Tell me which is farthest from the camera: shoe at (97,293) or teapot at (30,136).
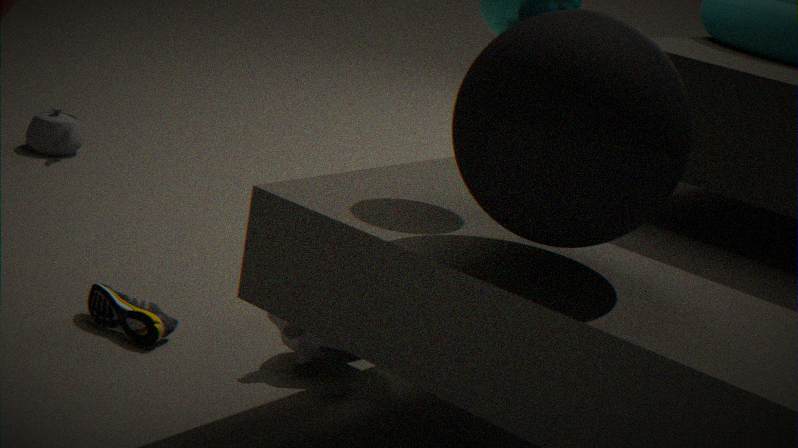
teapot at (30,136)
